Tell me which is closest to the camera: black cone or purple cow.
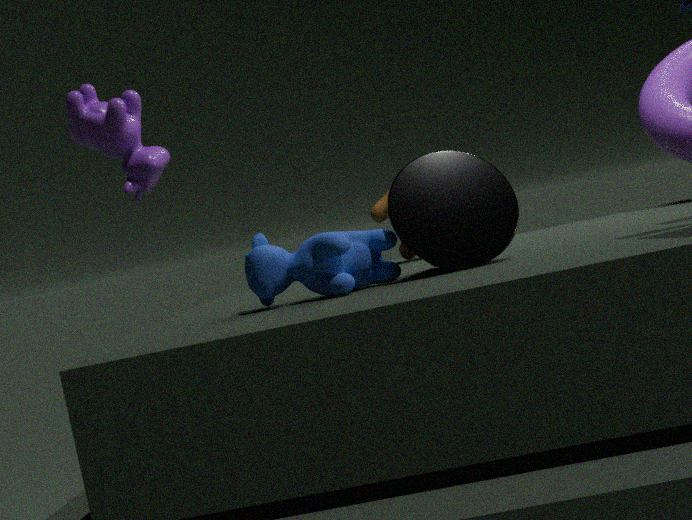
black cone
